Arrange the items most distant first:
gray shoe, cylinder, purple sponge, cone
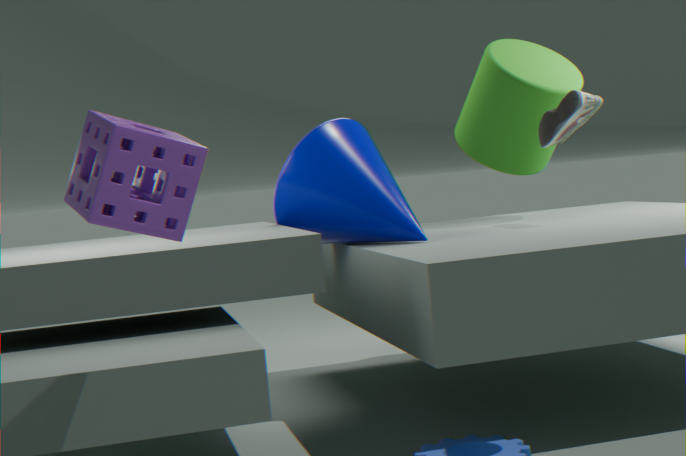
cylinder < gray shoe < cone < purple sponge
